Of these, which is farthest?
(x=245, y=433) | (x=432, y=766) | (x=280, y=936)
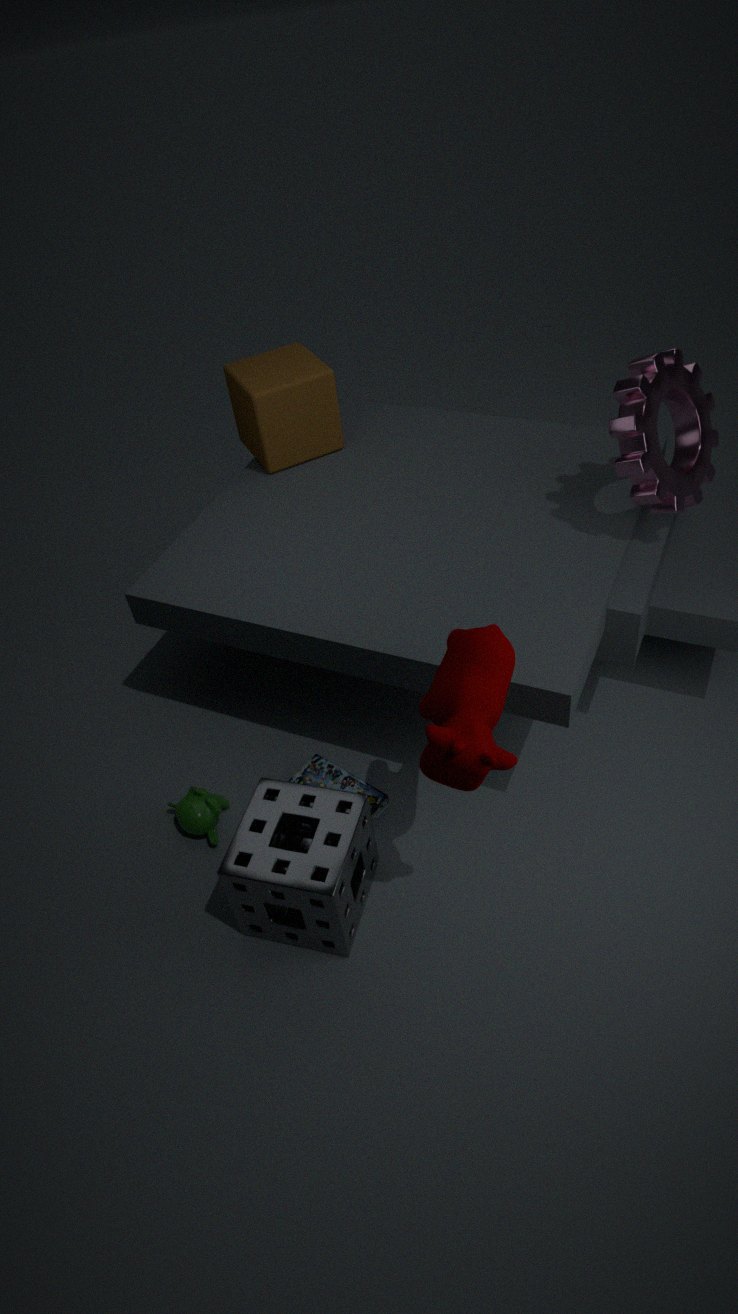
(x=245, y=433)
